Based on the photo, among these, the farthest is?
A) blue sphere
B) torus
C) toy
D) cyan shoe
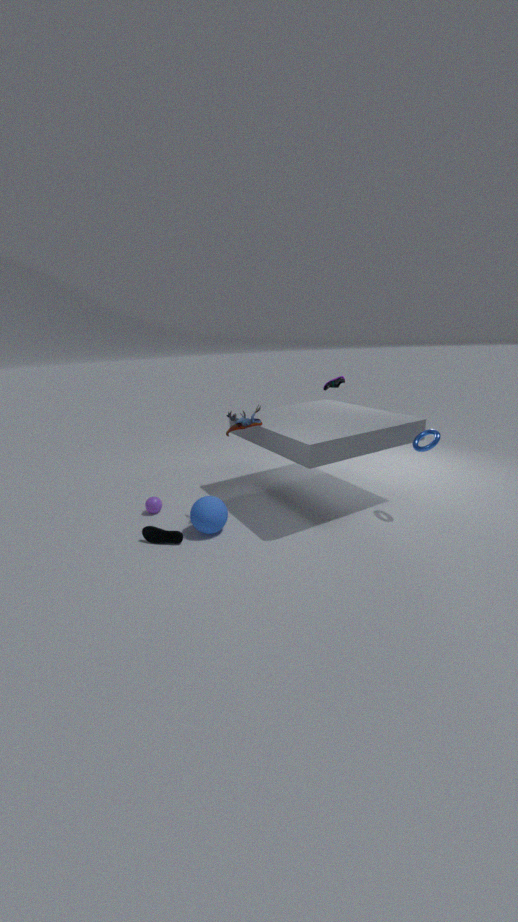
toy
